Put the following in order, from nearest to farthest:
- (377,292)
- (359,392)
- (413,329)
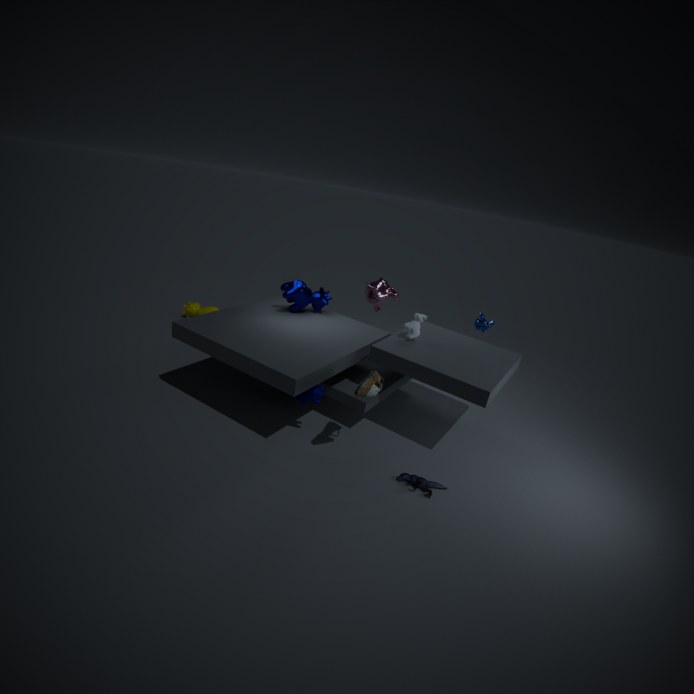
(359,392), (413,329), (377,292)
